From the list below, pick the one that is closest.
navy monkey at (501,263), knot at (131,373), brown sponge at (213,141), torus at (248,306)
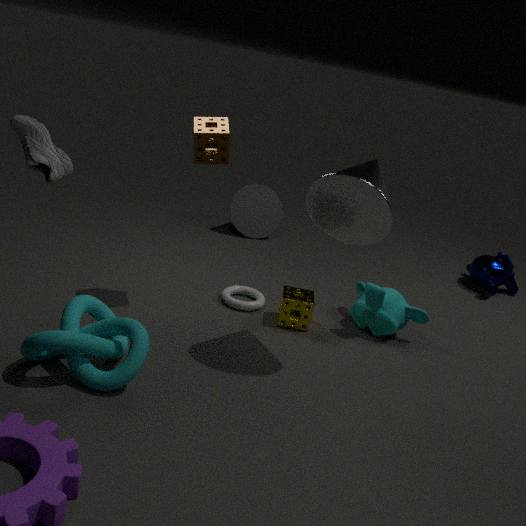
knot at (131,373)
